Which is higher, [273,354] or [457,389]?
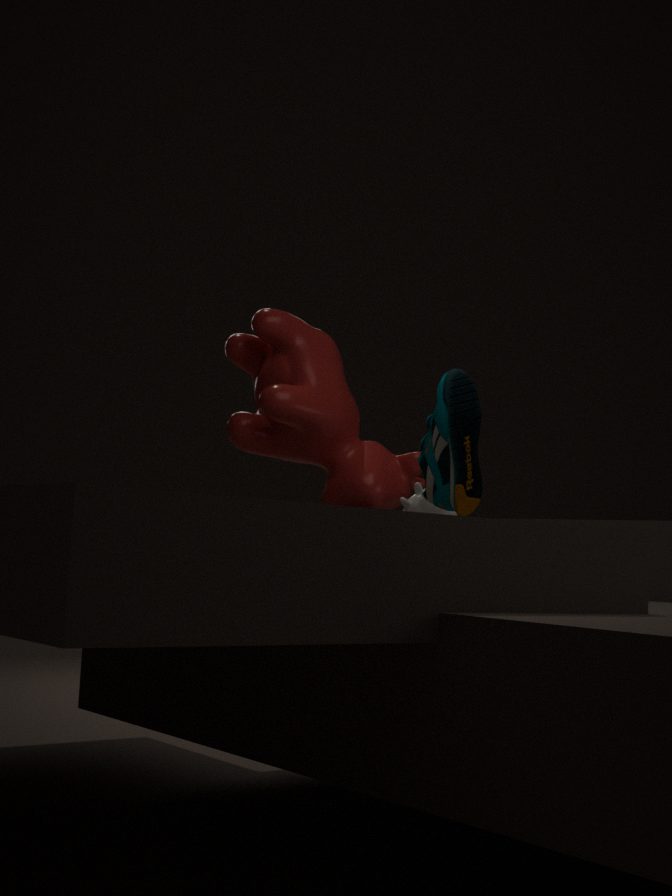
[273,354]
